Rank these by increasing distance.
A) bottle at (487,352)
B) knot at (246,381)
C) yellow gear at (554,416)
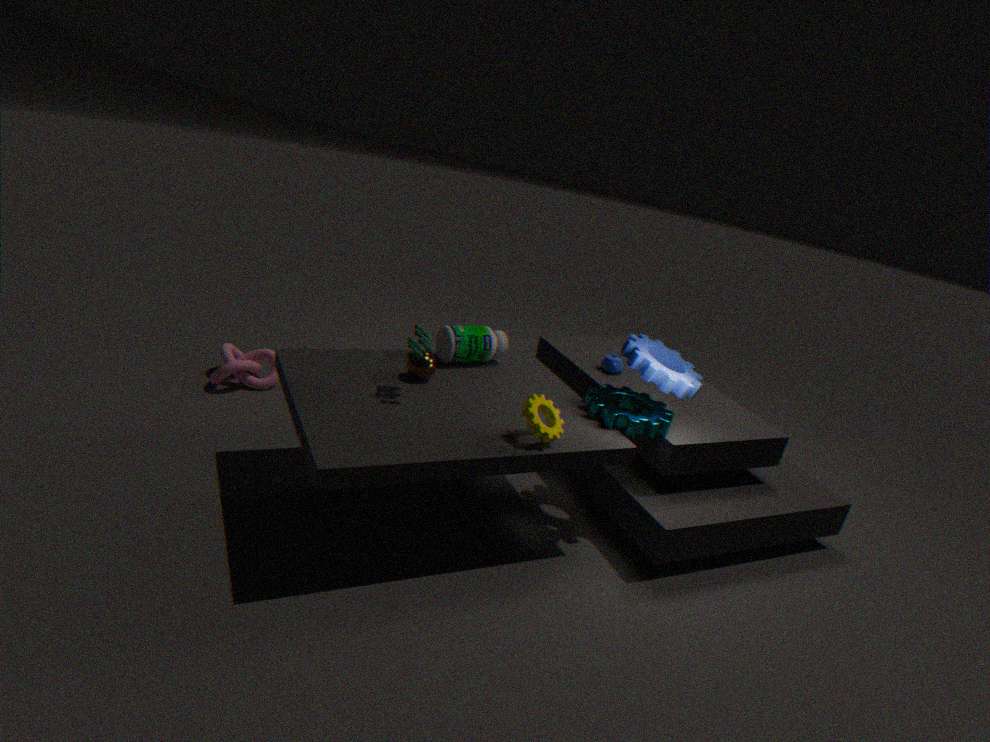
1. yellow gear at (554,416)
2. bottle at (487,352)
3. knot at (246,381)
